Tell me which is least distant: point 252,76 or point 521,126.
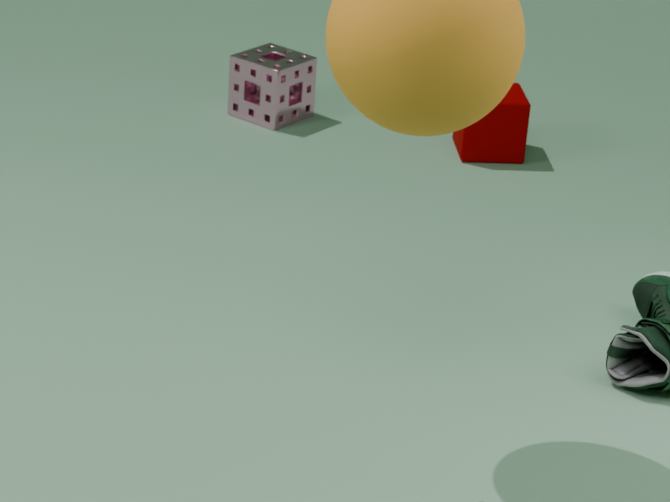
point 521,126
